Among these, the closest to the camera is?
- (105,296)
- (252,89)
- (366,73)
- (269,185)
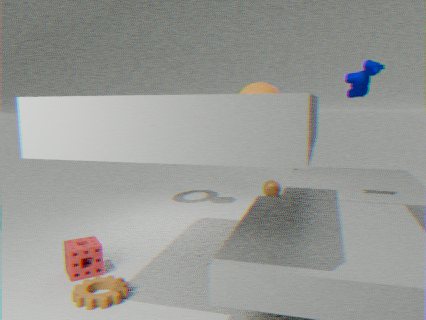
(105,296)
